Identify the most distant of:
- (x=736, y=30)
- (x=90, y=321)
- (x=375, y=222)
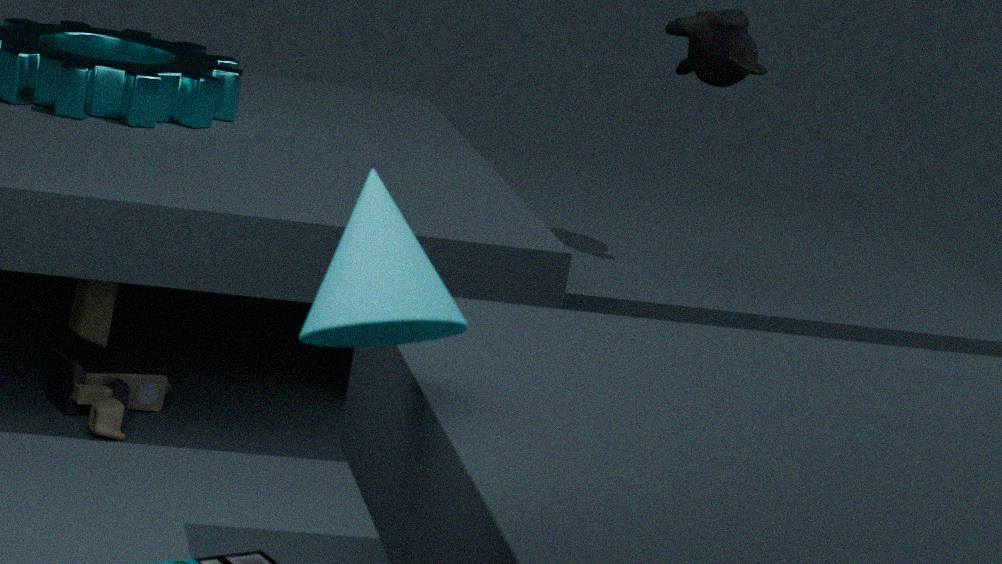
(x=736, y=30)
